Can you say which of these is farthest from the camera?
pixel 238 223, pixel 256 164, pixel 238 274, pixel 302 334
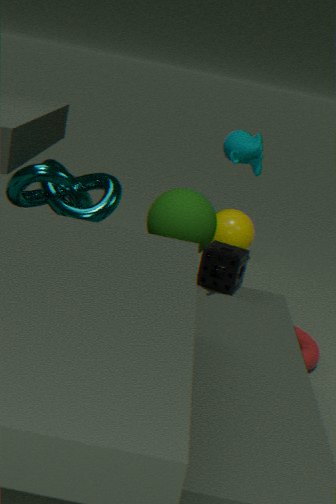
pixel 238 223
